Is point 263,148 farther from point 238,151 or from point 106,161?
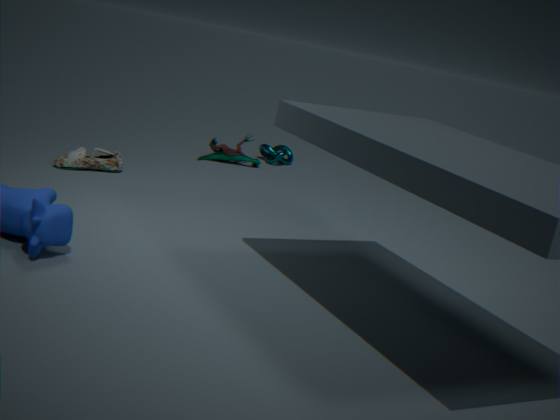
point 106,161
